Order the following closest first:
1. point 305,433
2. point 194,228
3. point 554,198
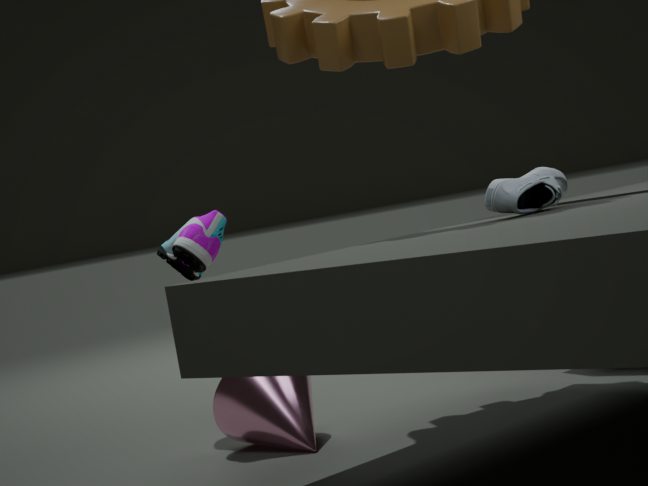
point 305,433 → point 554,198 → point 194,228
